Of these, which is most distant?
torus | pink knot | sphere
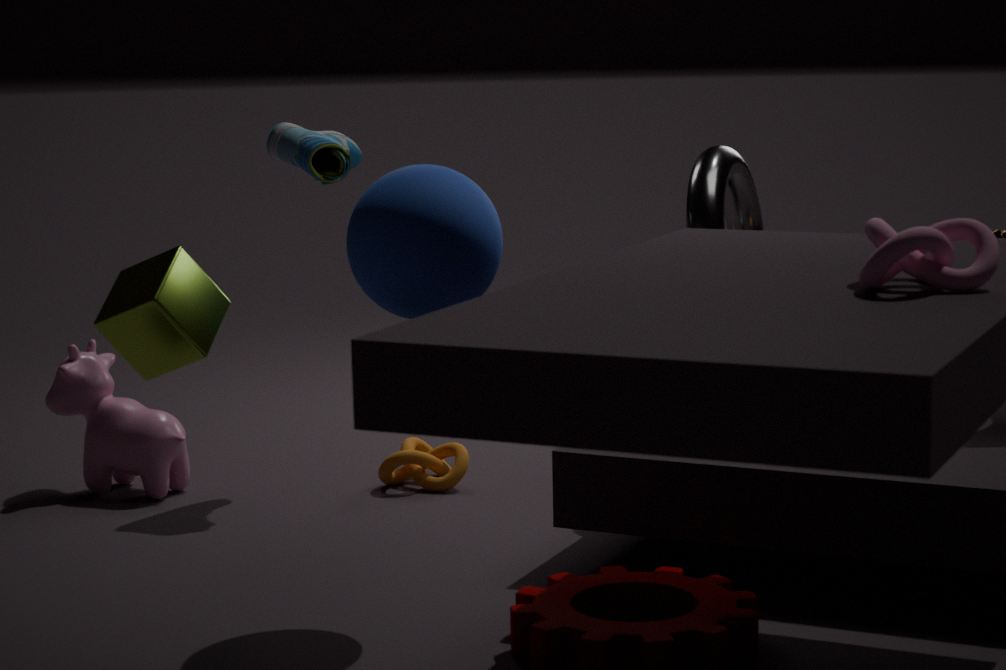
torus
